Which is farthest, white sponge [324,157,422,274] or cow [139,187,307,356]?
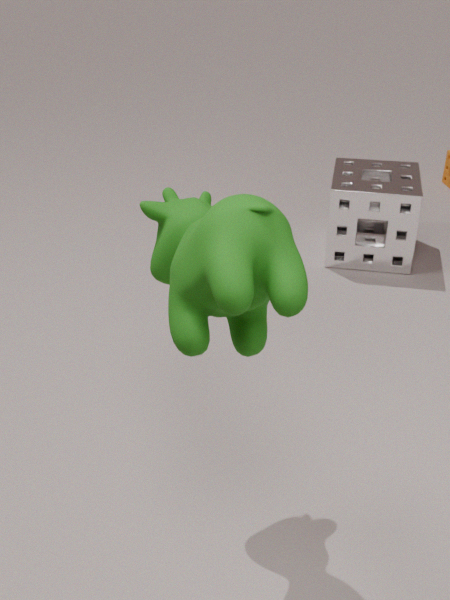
white sponge [324,157,422,274]
